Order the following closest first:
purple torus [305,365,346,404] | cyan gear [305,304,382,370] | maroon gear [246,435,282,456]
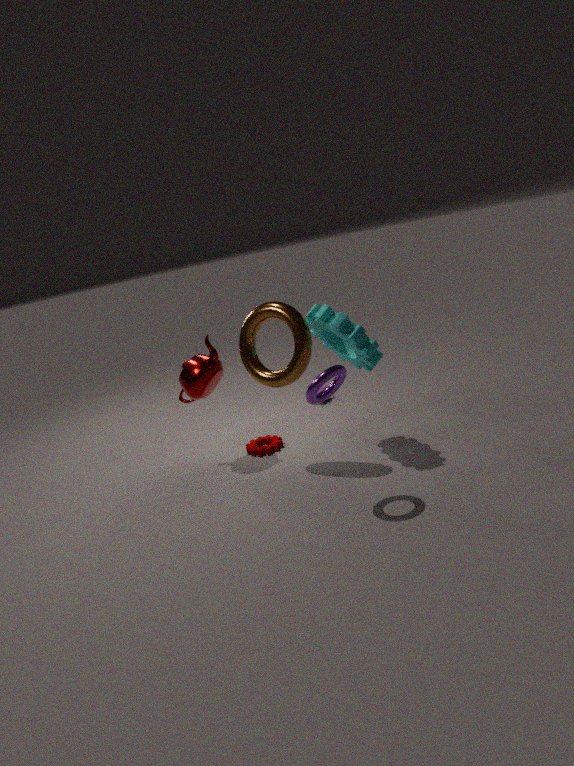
purple torus [305,365,346,404], cyan gear [305,304,382,370], maroon gear [246,435,282,456]
